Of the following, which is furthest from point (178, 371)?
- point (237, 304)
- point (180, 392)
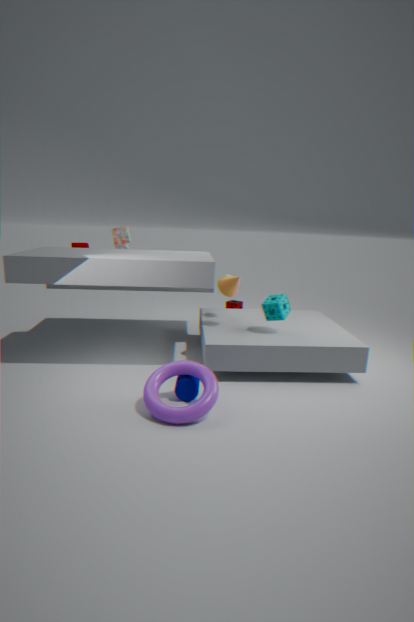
point (237, 304)
